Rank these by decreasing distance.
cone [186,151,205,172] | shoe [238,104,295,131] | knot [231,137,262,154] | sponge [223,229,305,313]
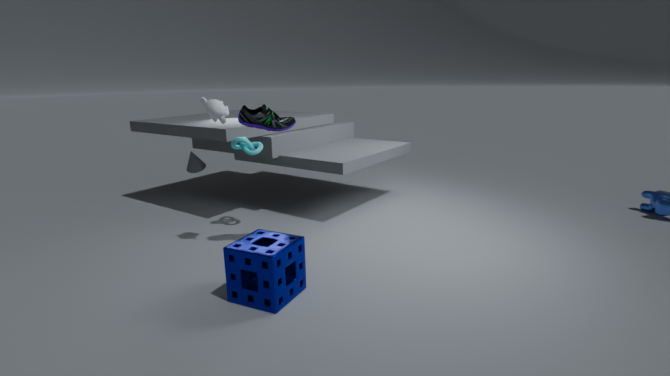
cone [186,151,205,172], knot [231,137,262,154], shoe [238,104,295,131], sponge [223,229,305,313]
